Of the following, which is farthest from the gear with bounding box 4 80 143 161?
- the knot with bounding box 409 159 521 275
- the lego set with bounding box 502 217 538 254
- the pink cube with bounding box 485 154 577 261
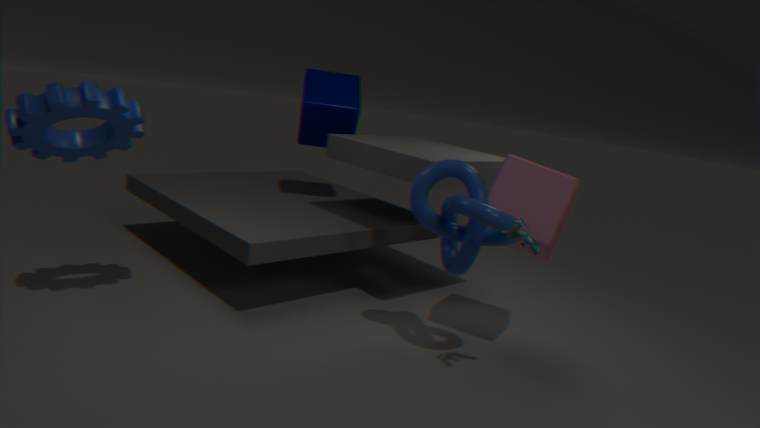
the lego set with bounding box 502 217 538 254
